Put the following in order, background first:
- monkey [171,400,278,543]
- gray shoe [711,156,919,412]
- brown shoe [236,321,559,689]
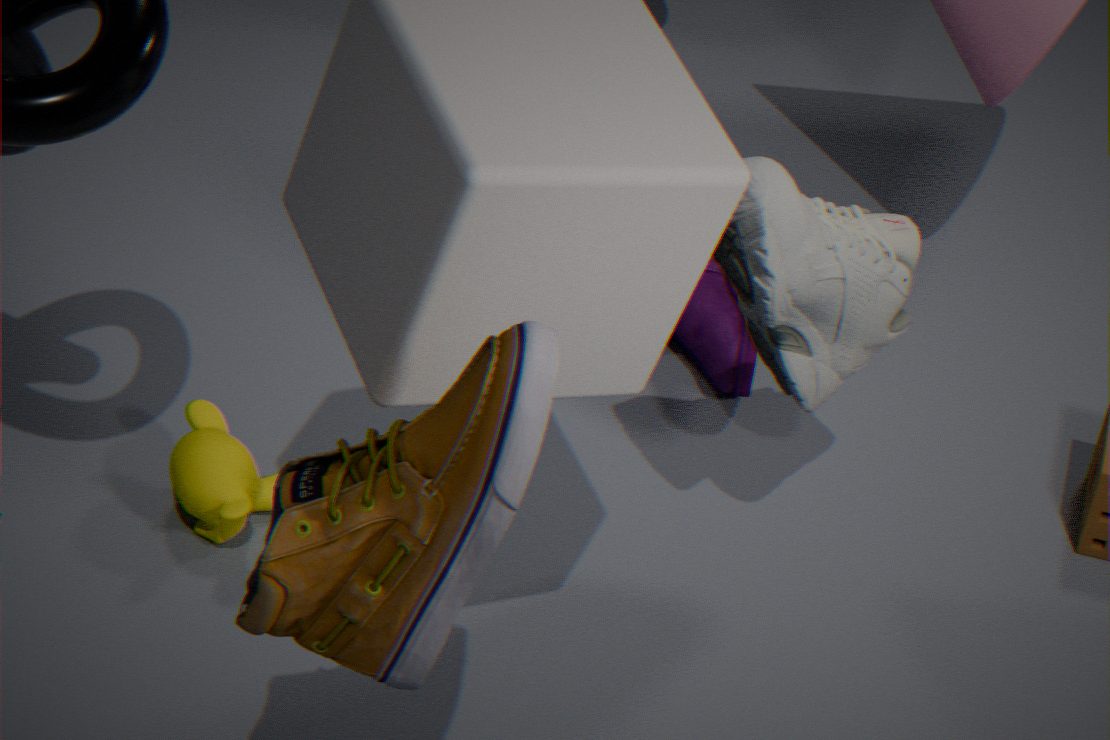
monkey [171,400,278,543] < gray shoe [711,156,919,412] < brown shoe [236,321,559,689]
